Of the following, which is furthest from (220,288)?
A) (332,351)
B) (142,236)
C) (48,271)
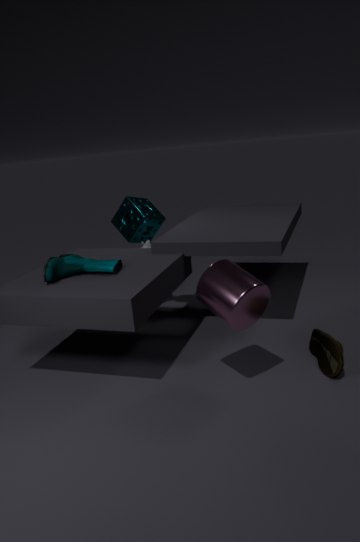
(142,236)
